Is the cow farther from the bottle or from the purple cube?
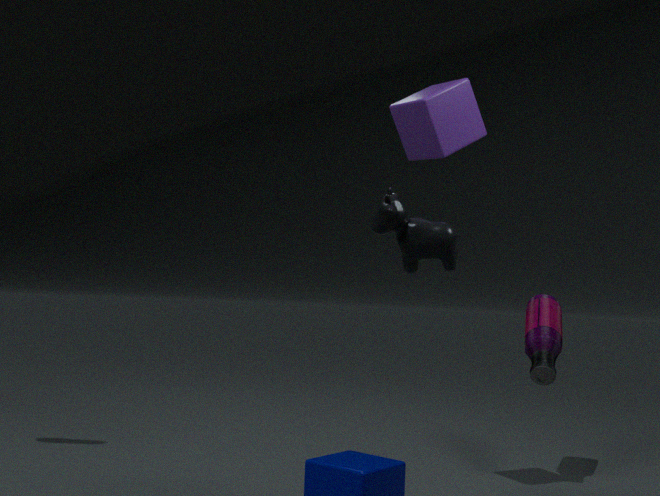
the bottle
